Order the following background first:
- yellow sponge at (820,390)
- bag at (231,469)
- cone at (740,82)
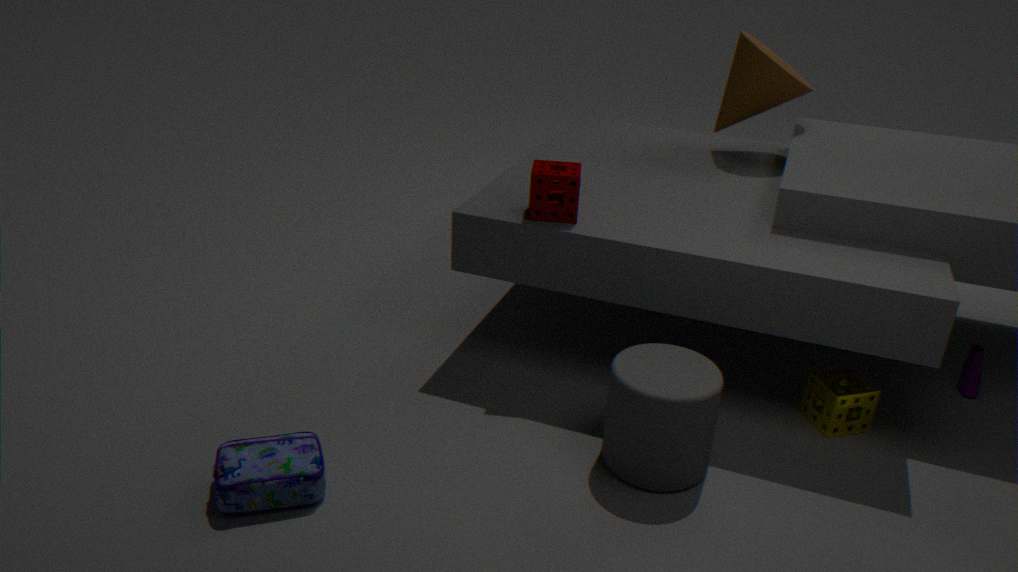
cone at (740,82) < yellow sponge at (820,390) < bag at (231,469)
